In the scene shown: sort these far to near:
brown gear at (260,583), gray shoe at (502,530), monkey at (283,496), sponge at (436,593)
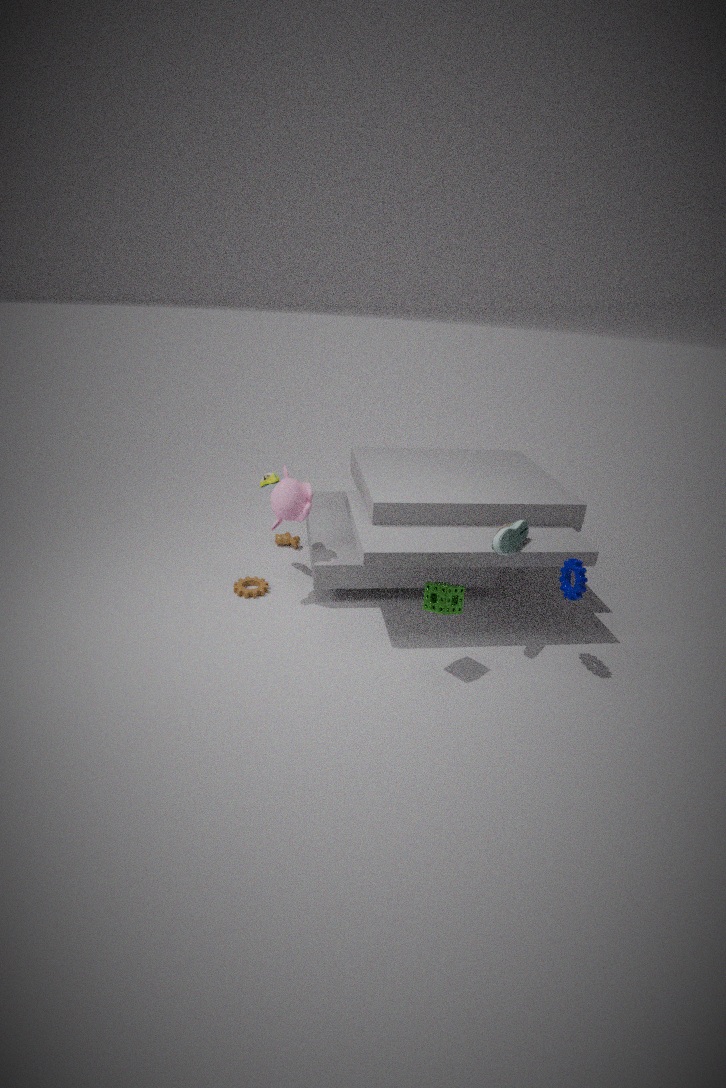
brown gear at (260,583) → monkey at (283,496) → gray shoe at (502,530) → sponge at (436,593)
